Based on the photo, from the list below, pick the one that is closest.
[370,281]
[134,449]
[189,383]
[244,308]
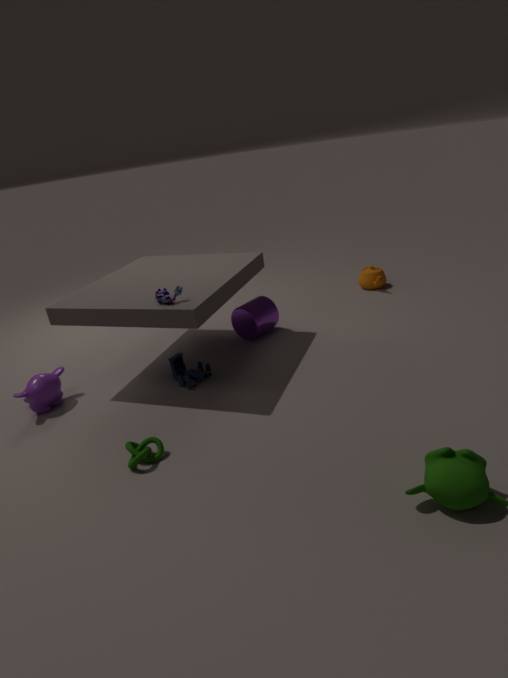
[134,449]
